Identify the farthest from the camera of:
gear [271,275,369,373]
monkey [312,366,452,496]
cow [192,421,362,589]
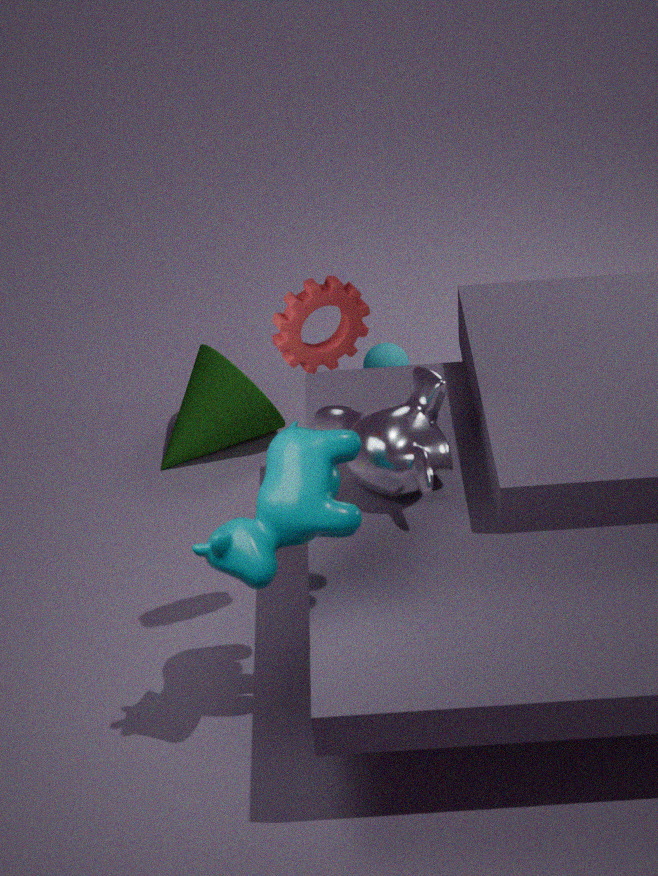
monkey [312,366,452,496]
